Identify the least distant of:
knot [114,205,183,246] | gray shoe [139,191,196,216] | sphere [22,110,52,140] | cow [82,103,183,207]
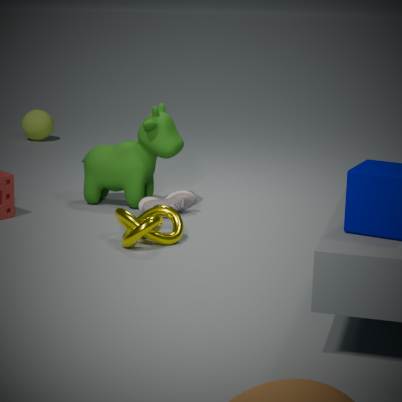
knot [114,205,183,246]
